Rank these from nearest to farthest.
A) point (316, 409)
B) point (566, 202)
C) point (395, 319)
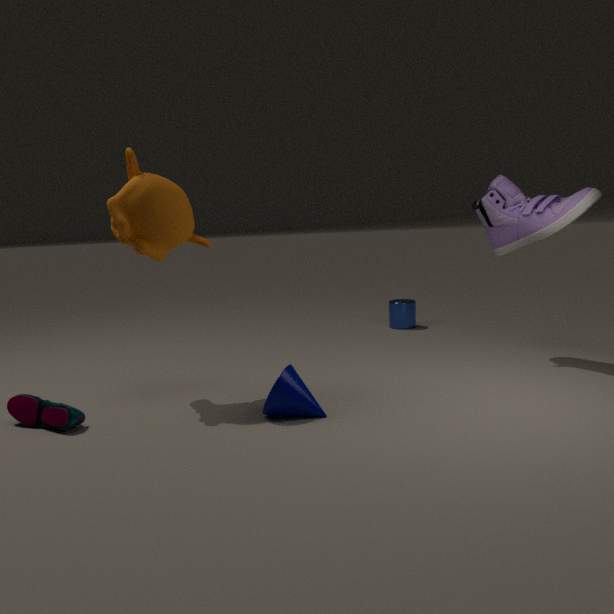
1. point (316, 409)
2. point (566, 202)
3. point (395, 319)
